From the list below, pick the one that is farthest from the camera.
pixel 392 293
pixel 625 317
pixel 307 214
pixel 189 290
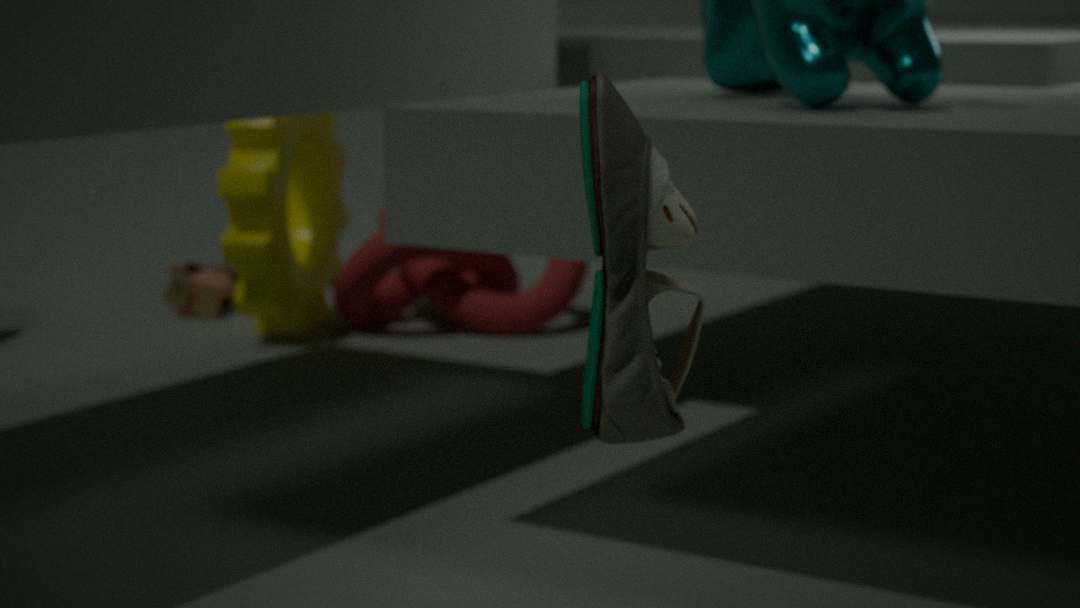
pixel 189 290
